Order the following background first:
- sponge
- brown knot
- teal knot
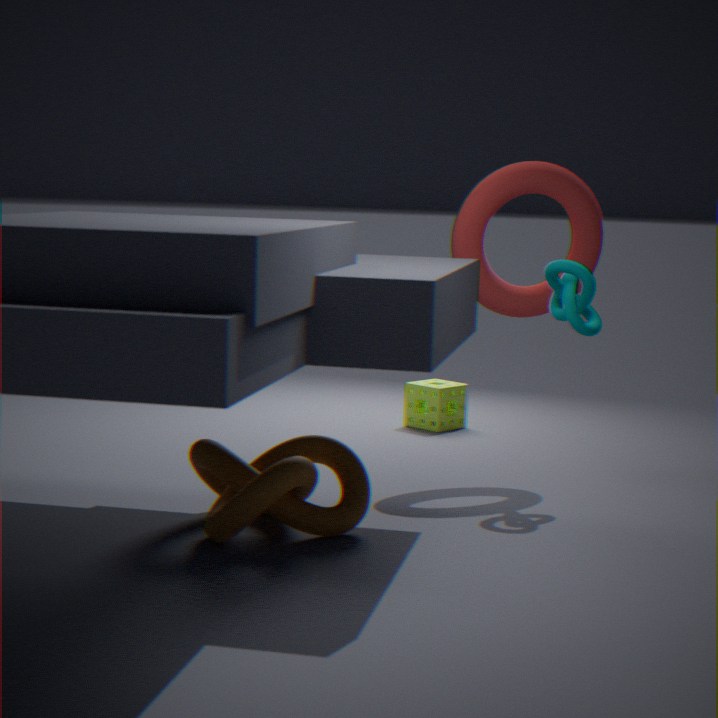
sponge
teal knot
brown knot
